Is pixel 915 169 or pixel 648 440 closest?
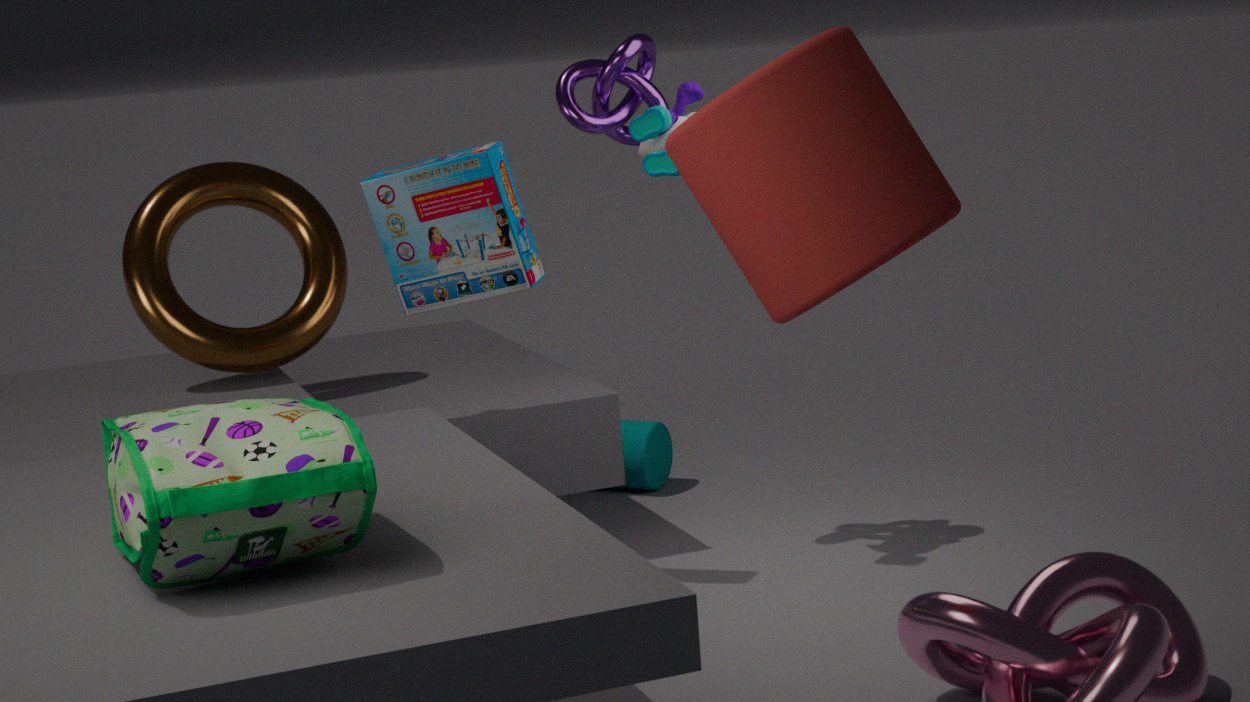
pixel 915 169
